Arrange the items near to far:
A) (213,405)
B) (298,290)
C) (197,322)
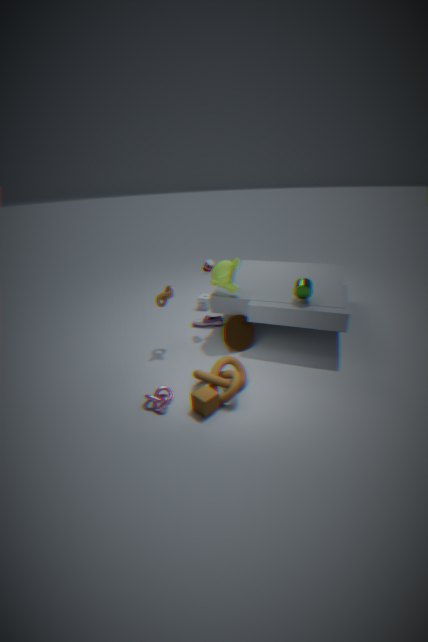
(213,405) → (298,290) → (197,322)
